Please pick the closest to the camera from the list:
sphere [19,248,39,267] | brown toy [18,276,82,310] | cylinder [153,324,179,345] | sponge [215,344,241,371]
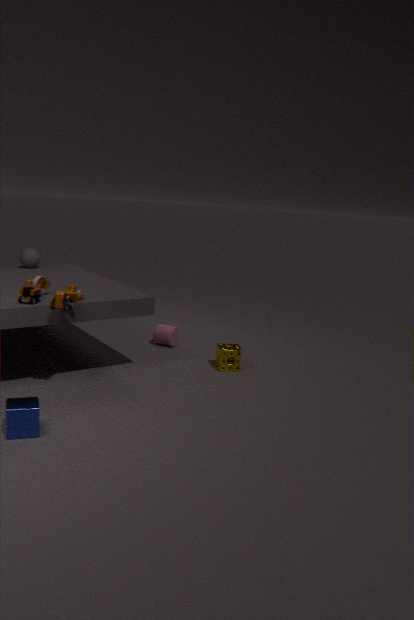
brown toy [18,276,82,310]
